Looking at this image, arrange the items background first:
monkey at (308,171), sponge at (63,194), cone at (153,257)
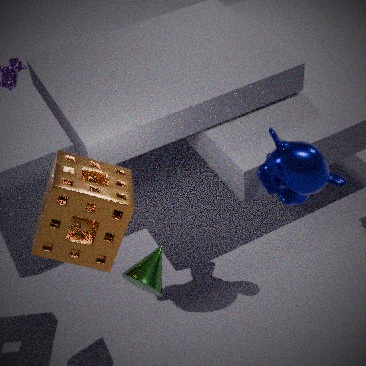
monkey at (308,171), cone at (153,257), sponge at (63,194)
